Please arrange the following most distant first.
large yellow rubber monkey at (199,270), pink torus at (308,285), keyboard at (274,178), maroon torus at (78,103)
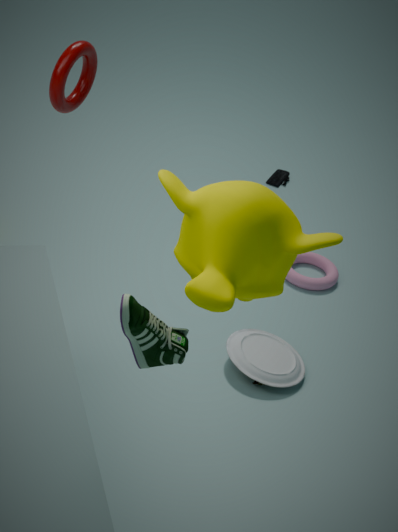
keyboard at (274,178), pink torus at (308,285), maroon torus at (78,103), large yellow rubber monkey at (199,270)
